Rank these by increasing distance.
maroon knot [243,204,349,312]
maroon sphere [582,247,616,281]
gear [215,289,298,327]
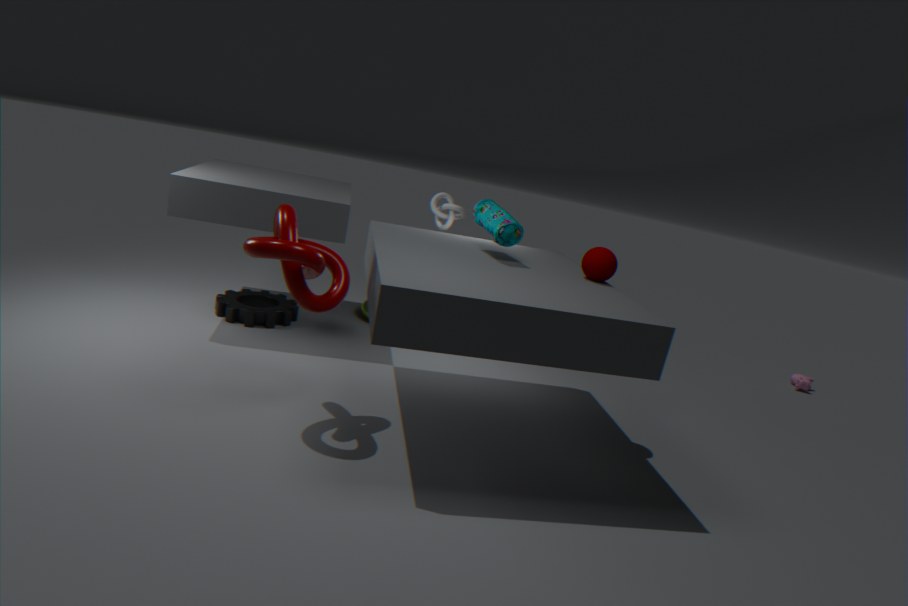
maroon knot [243,204,349,312] → maroon sphere [582,247,616,281] → gear [215,289,298,327]
